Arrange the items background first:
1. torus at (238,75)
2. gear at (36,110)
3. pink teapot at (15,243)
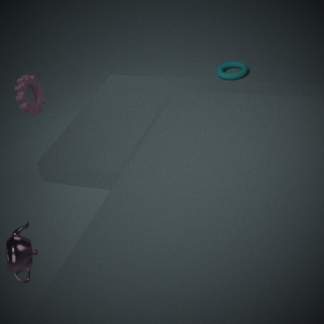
torus at (238,75) < gear at (36,110) < pink teapot at (15,243)
